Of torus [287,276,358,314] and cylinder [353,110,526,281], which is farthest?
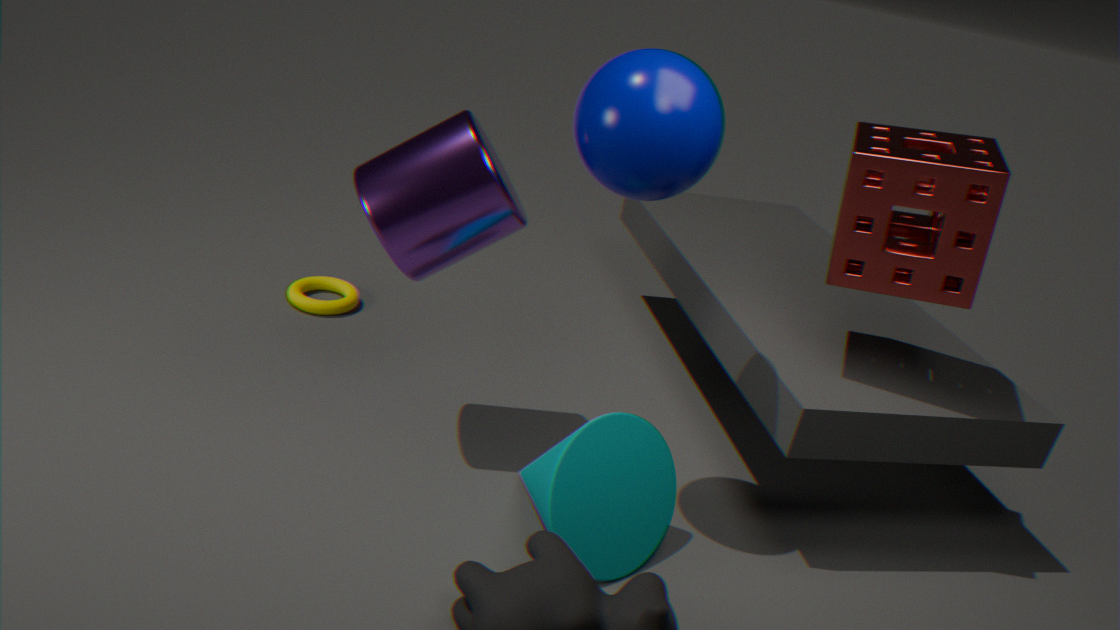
torus [287,276,358,314]
